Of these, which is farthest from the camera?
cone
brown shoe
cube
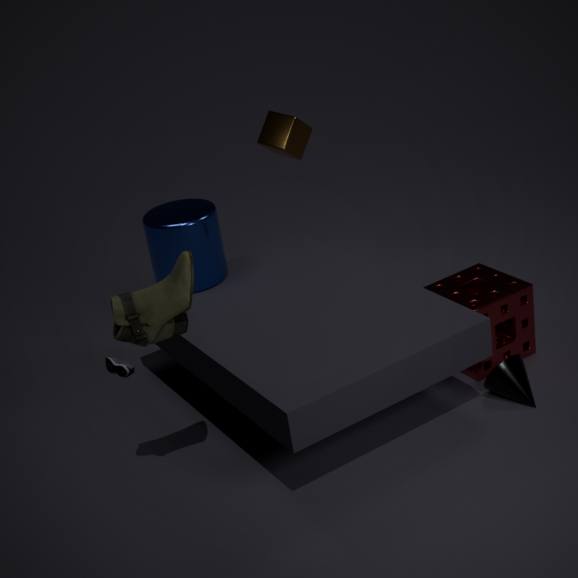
cube
